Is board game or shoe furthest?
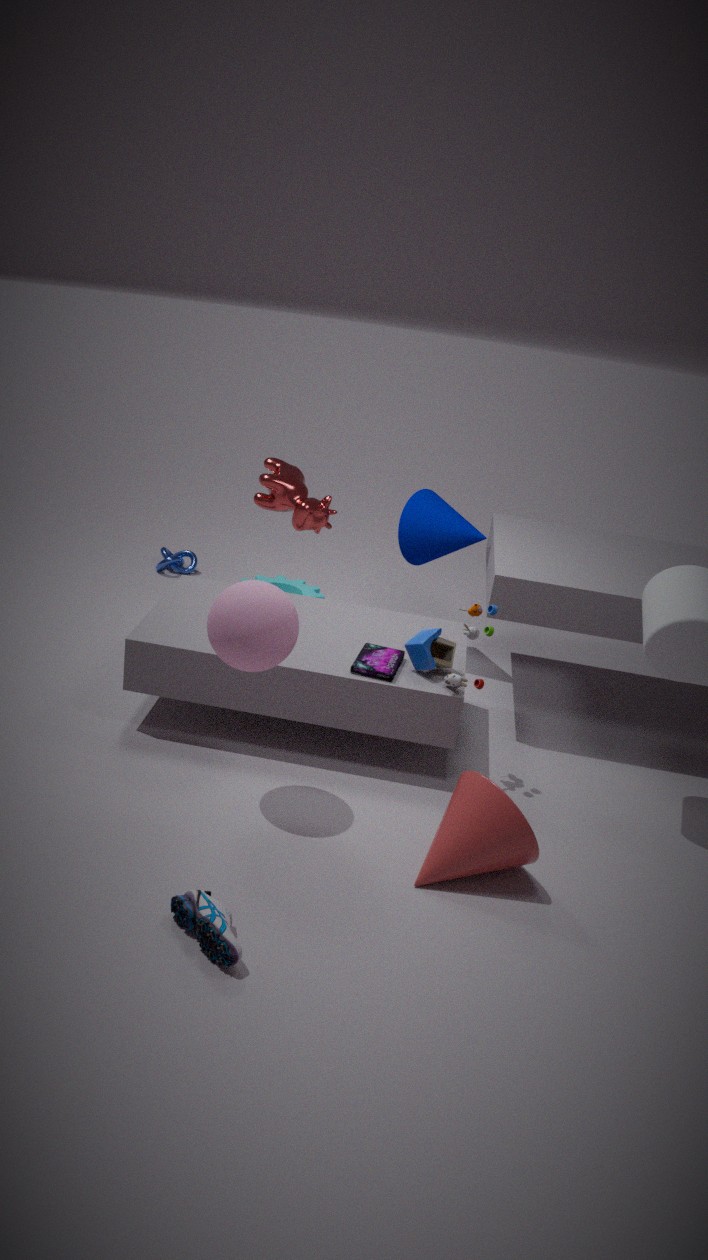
board game
